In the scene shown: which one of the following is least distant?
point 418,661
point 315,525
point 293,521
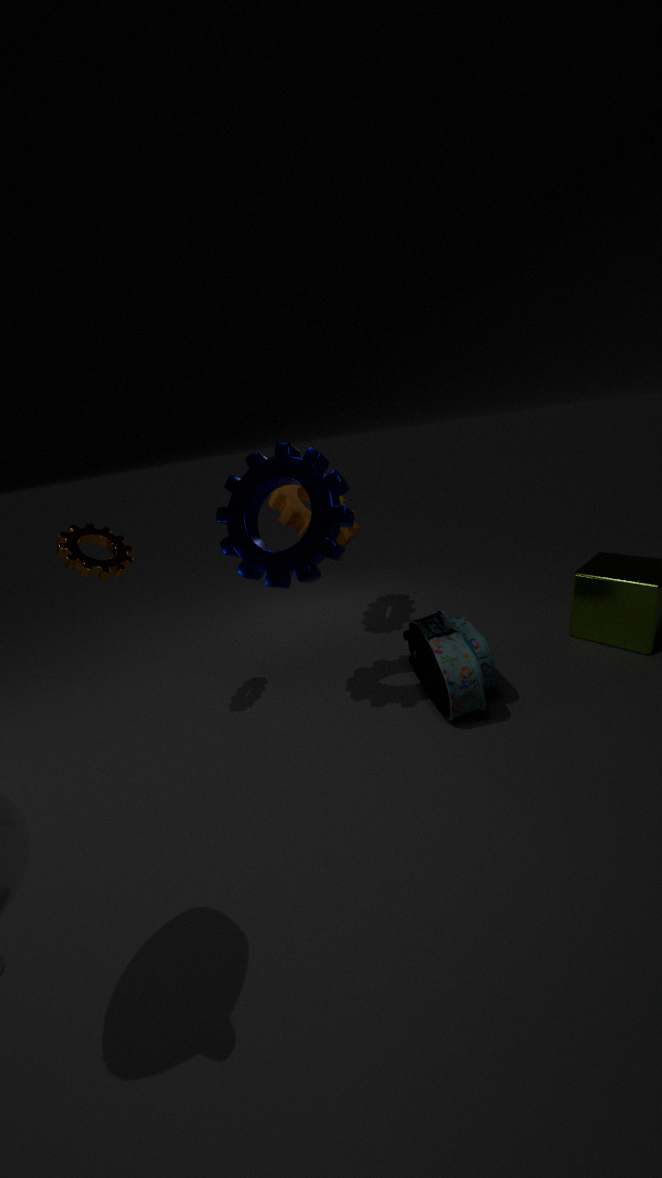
point 315,525
